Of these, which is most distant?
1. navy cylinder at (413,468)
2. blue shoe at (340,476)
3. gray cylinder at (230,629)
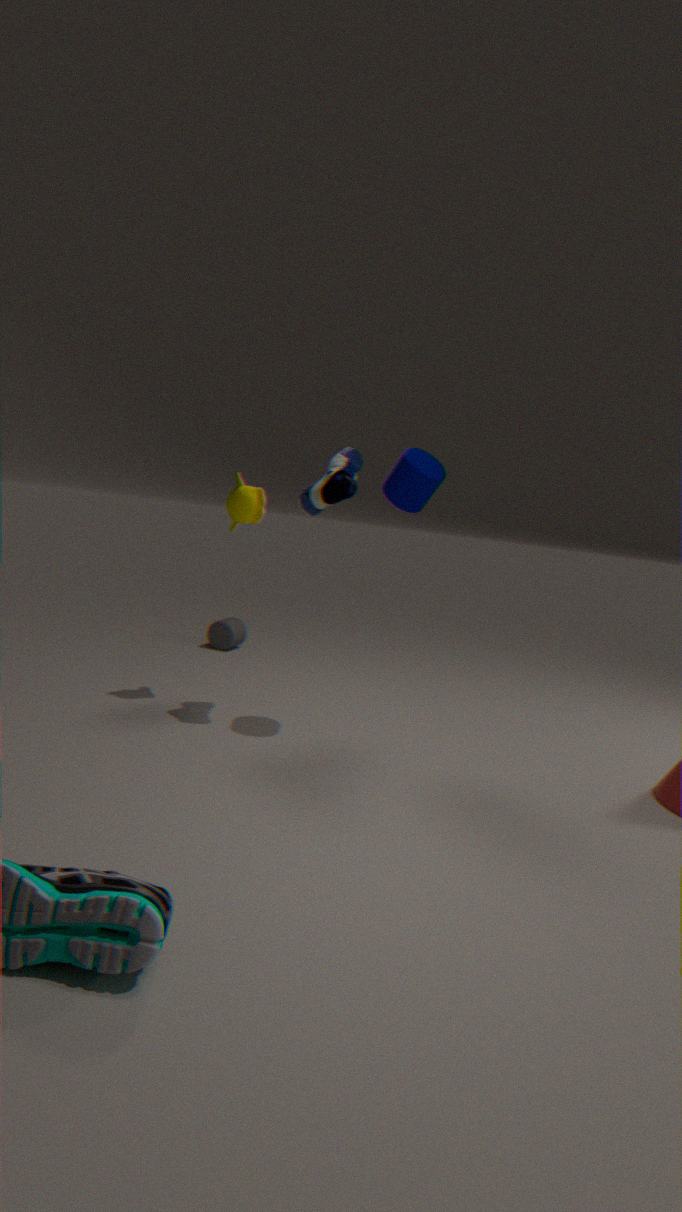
gray cylinder at (230,629)
